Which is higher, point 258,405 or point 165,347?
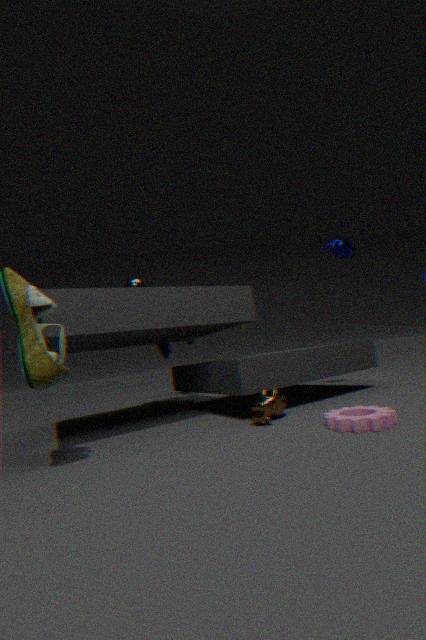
point 165,347
